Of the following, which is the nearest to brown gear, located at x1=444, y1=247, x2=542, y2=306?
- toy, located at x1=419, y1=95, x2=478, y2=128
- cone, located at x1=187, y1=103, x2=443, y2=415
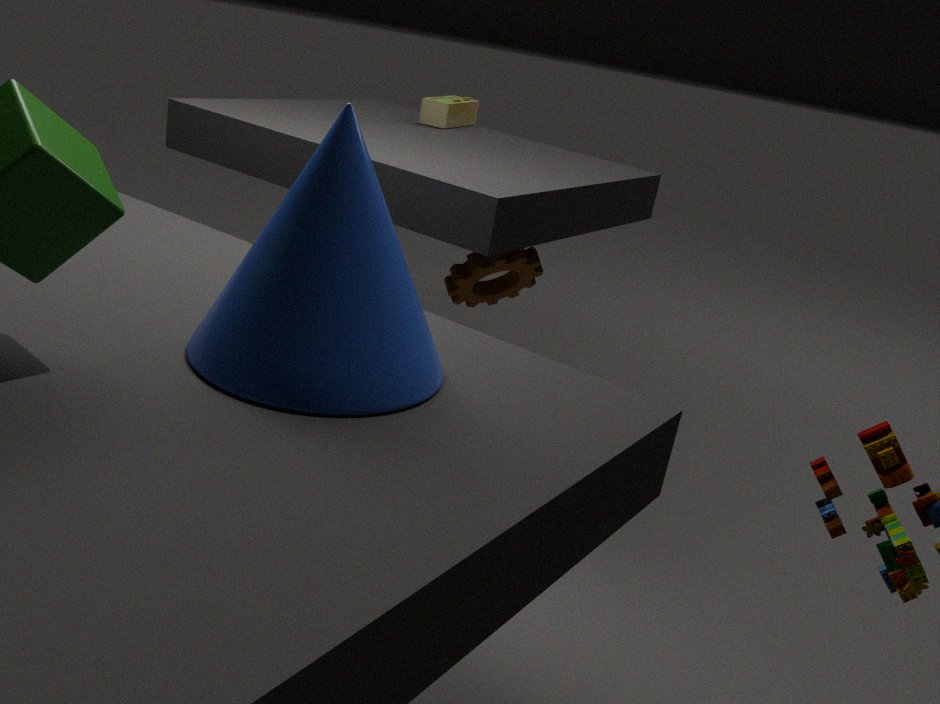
toy, located at x1=419, y1=95, x2=478, y2=128
